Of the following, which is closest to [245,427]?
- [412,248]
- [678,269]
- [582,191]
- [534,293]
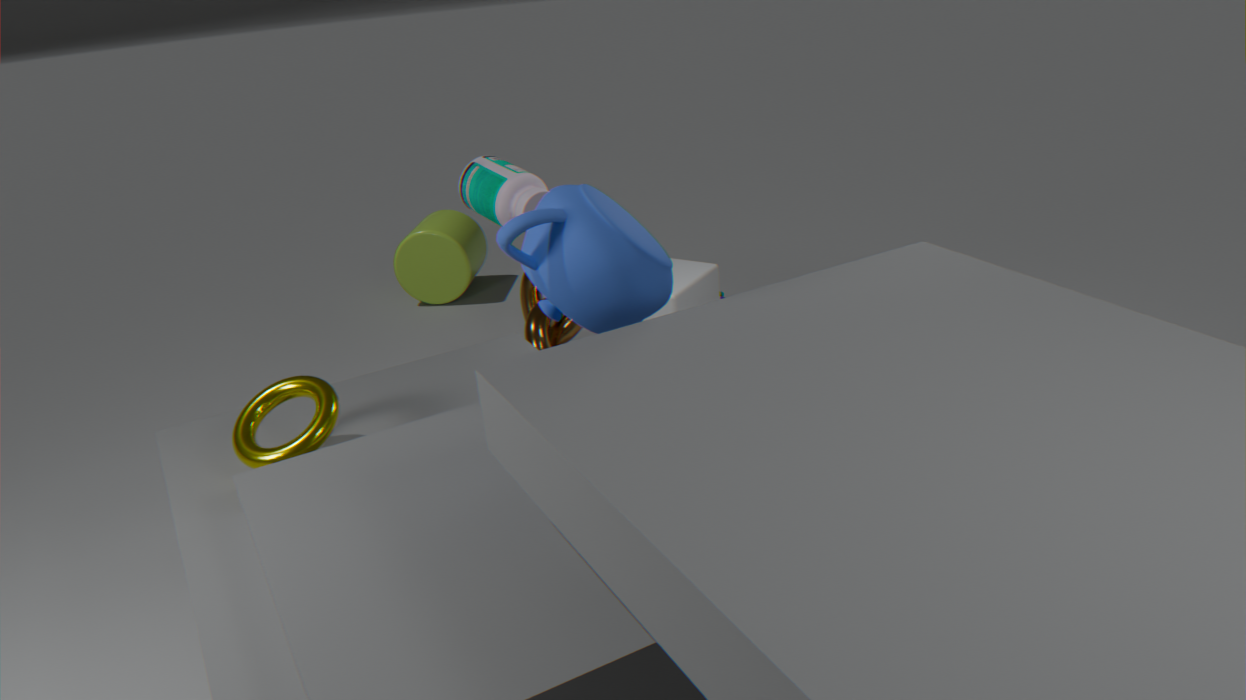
[582,191]
